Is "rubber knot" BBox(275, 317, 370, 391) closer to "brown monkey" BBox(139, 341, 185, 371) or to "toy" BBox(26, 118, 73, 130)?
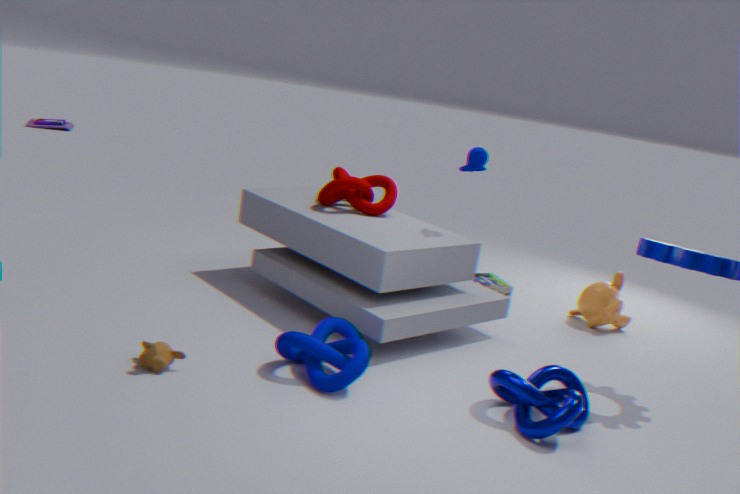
"brown monkey" BBox(139, 341, 185, 371)
